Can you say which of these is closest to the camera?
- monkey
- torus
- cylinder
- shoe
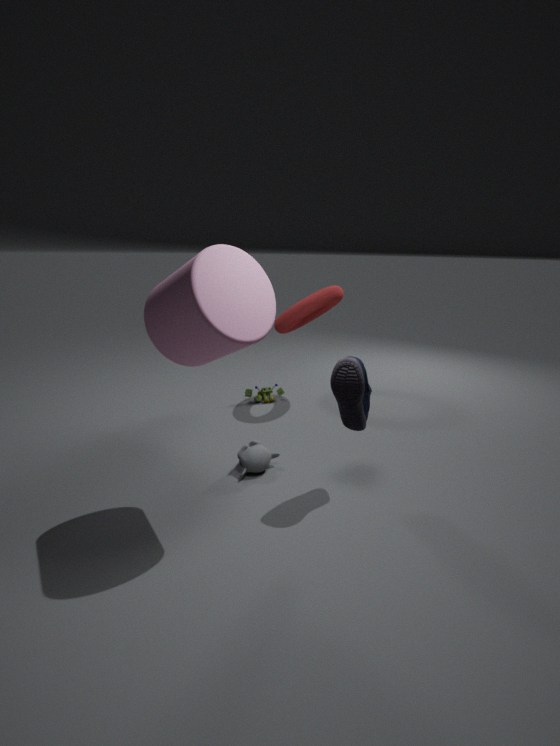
cylinder
